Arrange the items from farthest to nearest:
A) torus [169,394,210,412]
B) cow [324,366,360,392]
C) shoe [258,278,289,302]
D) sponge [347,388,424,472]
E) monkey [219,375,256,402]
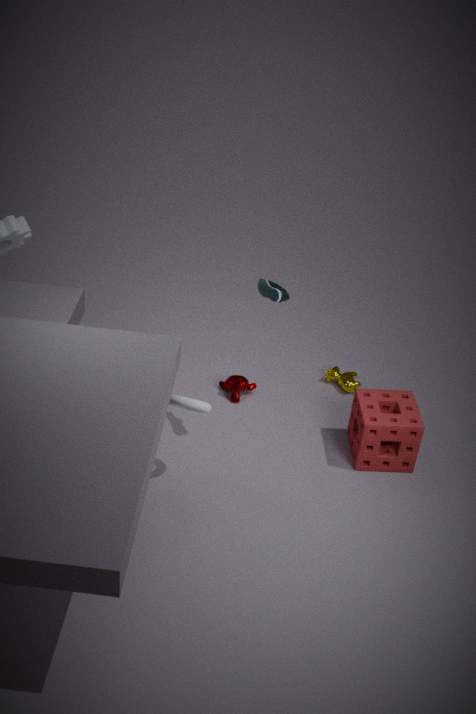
B. cow [324,366,360,392] → E. monkey [219,375,256,402] → D. sponge [347,388,424,472] → C. shoe [258,278,289,302] → A. torus [169,394,210,412]
